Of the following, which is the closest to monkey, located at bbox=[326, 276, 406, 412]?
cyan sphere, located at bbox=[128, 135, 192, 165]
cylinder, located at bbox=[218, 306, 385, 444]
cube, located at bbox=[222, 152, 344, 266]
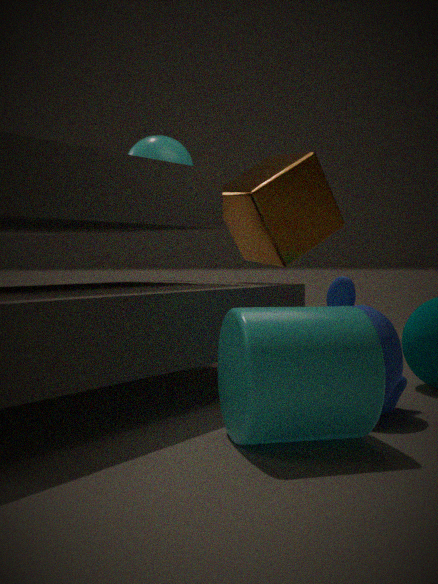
cylinder, located at bbox=[218, 306, 385, 444]
